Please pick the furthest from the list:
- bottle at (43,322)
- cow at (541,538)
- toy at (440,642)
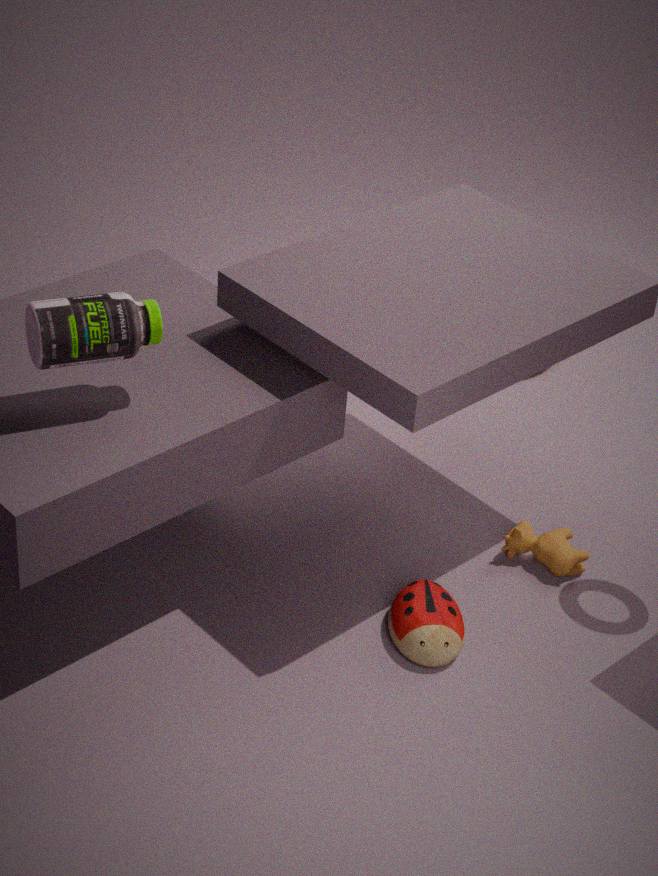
cow at (541,538)
